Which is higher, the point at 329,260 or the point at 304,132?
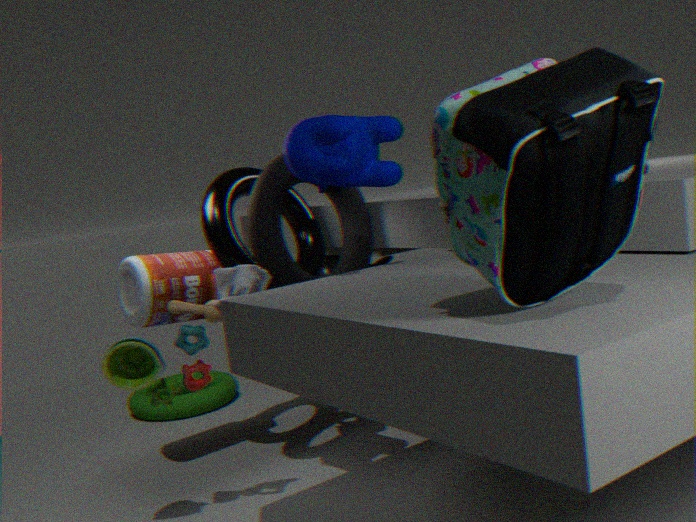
the point at 304,132
